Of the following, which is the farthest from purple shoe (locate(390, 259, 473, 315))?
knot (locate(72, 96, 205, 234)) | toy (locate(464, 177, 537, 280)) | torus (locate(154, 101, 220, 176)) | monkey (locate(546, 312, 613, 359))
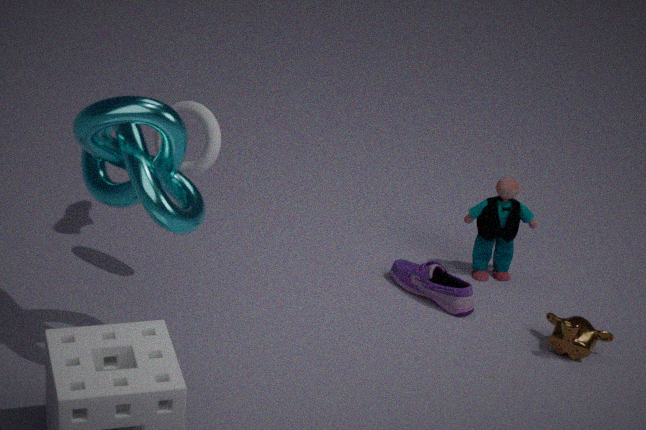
knot (locate(72, 96, 205, 234))
